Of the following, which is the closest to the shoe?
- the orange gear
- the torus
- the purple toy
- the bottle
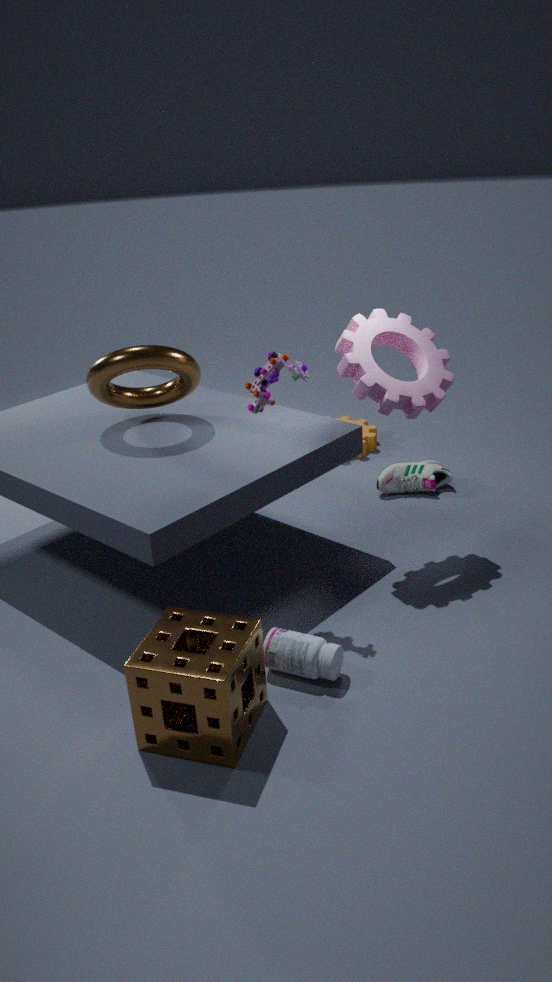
the orange gear
